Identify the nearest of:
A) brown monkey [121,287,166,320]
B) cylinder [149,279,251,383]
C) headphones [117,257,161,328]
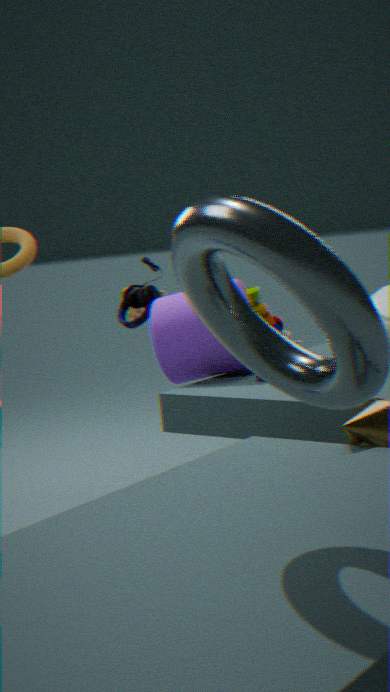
cylinder [149,279,251,383]
